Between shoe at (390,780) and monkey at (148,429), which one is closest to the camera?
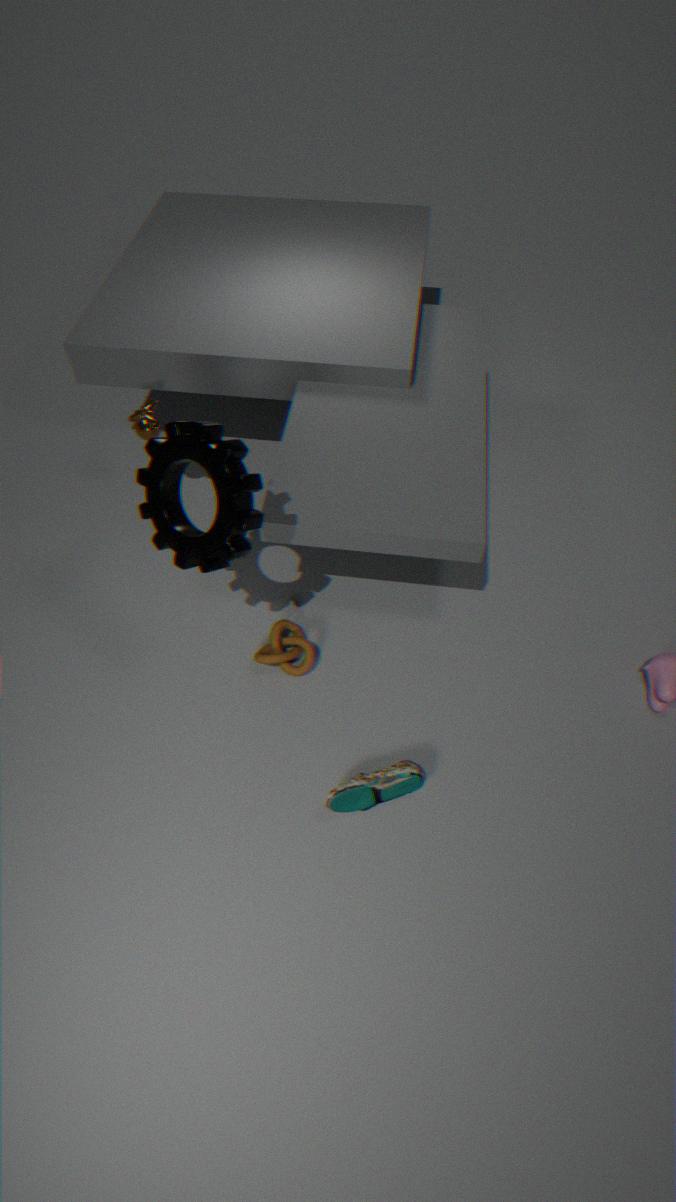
shoe at (390,780)
